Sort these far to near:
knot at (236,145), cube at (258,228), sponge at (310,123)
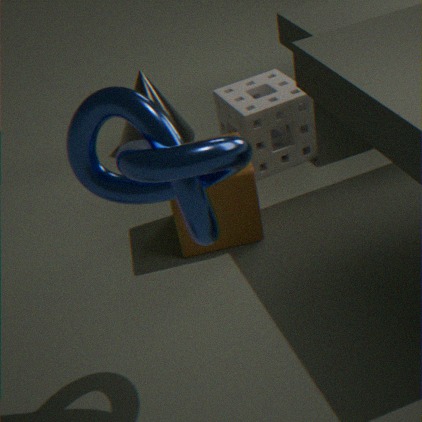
sponge at (310,123), cube at (258,228), knot at (236,145)
